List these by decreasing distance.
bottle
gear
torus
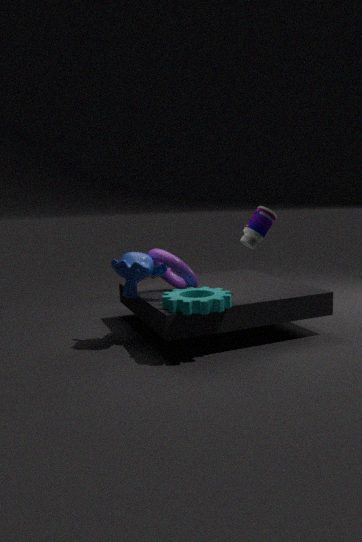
bottle
torus
gear
